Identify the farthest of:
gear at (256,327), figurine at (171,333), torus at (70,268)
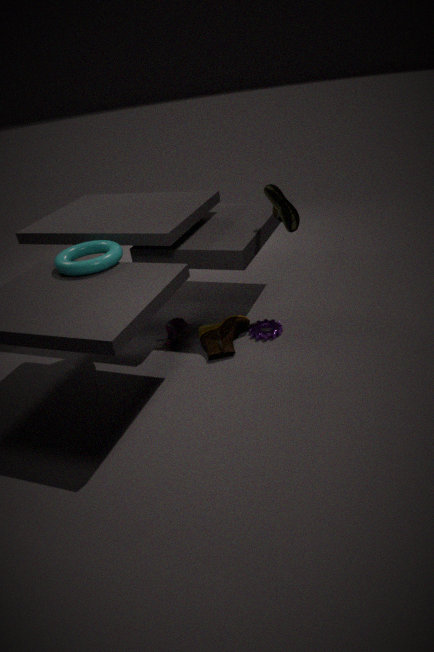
figurine at (171,333)
